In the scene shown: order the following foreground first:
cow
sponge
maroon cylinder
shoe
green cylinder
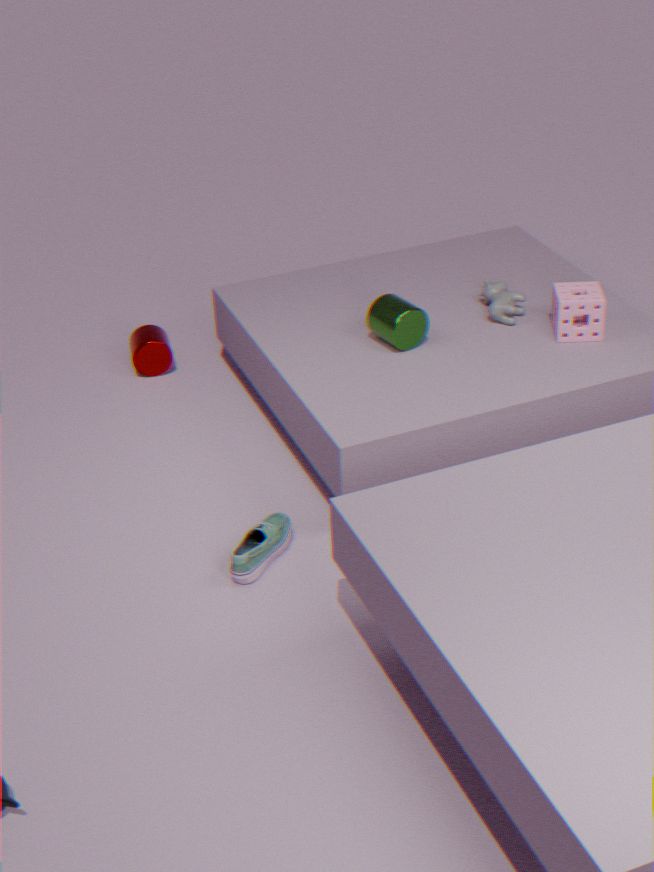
shoe, green cylinder, sponge, cow, maroon cylinder
